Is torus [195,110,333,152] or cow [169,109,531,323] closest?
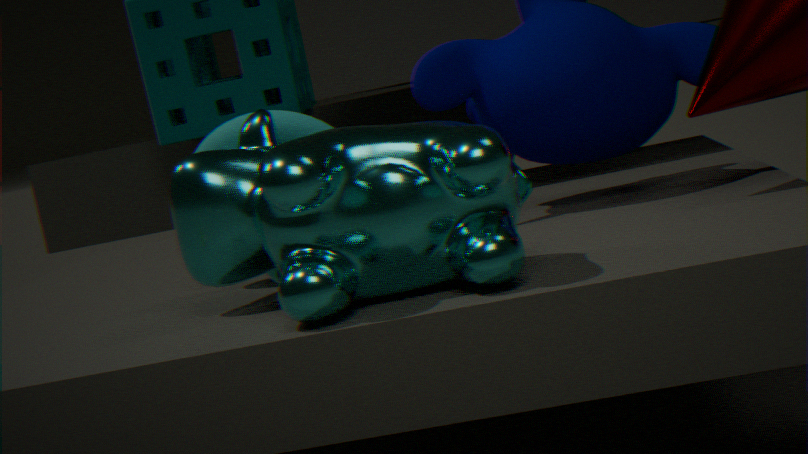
cow [169,109,531,323]
